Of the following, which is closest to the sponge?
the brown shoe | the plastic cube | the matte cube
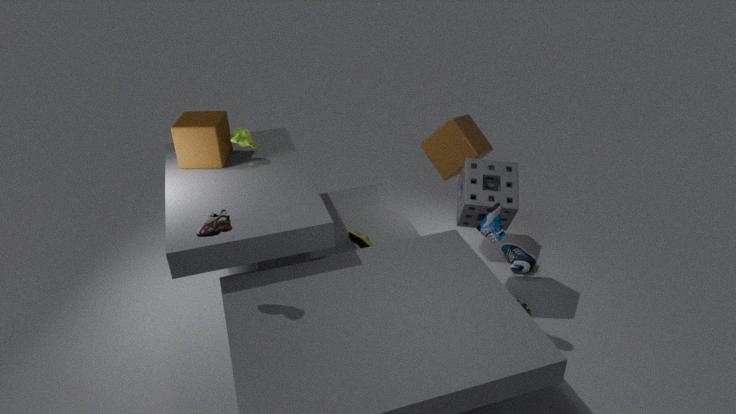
the plastic cube
